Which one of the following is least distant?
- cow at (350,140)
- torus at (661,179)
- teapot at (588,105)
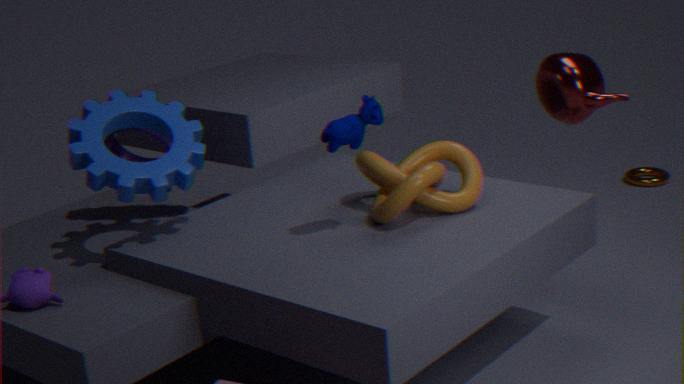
cow at (350,140)
